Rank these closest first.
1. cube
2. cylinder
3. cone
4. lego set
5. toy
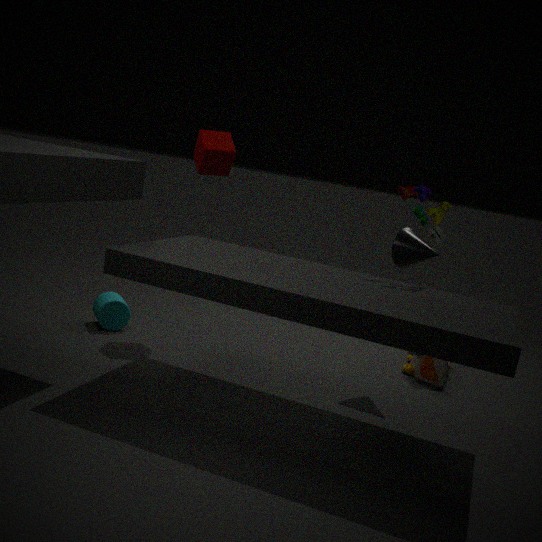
1. lego set
2. cone
3. cube
4. cylinder
5. toy
